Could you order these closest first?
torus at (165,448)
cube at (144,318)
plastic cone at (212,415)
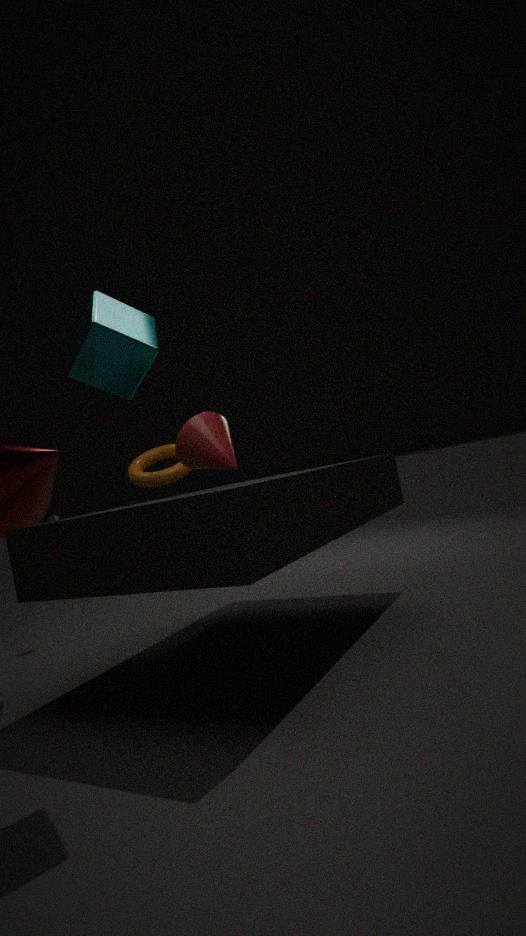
1. cube at (144,318)
2. plastic cone at (212,415)
3. torus at (165,448)
